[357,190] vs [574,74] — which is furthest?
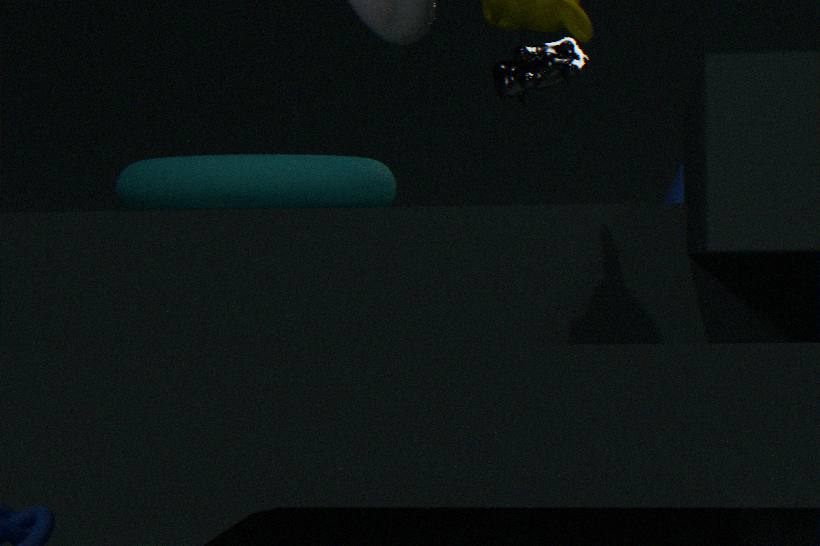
[574,74]
